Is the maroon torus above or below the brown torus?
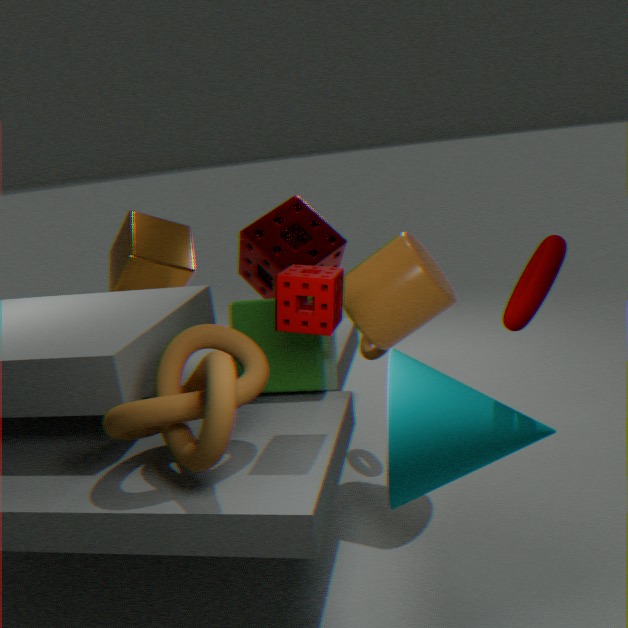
above
